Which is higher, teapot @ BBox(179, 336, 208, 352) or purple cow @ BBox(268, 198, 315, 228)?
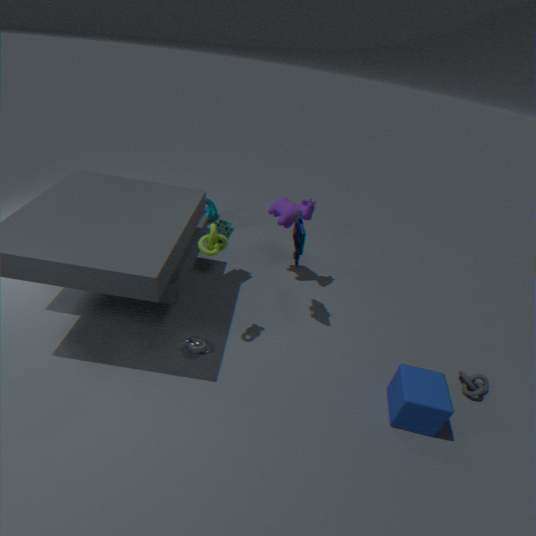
purple cow @ BBox(268, 198, 315, 228)
